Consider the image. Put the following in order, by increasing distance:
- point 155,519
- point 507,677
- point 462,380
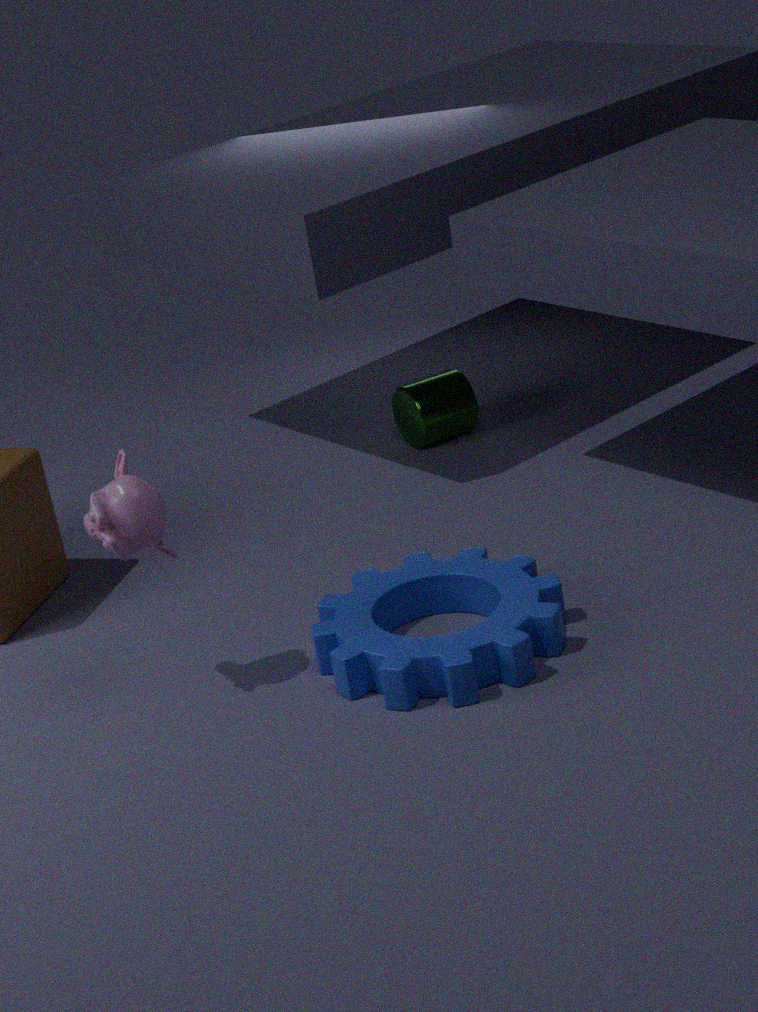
1. point 155,519
2. point 507,677
3. point 462,380
